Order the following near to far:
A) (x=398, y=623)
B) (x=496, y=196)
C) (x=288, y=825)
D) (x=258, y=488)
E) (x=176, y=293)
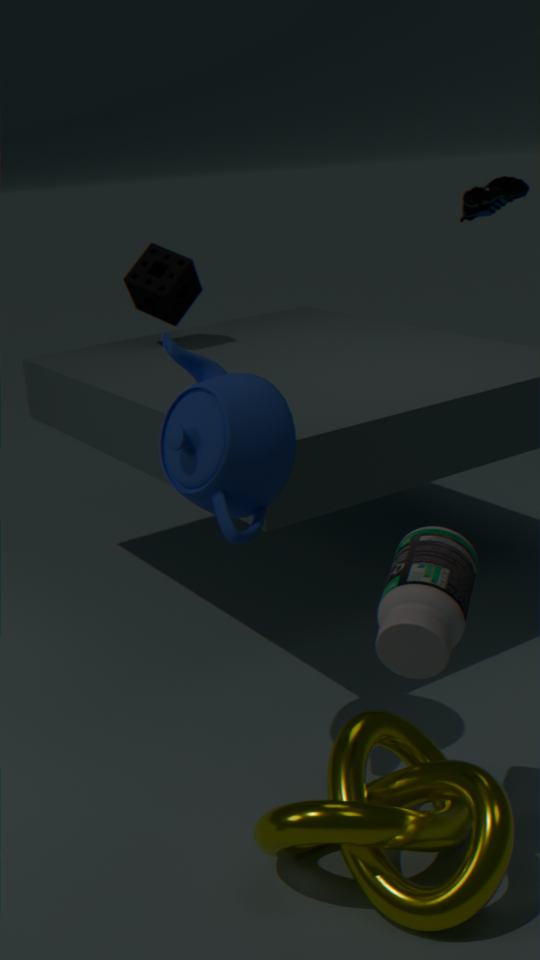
(x=398, y=623) < (x=288, y=825) < (x=258, y=488) < (x=176, y=293) < (x=496, y=196)
